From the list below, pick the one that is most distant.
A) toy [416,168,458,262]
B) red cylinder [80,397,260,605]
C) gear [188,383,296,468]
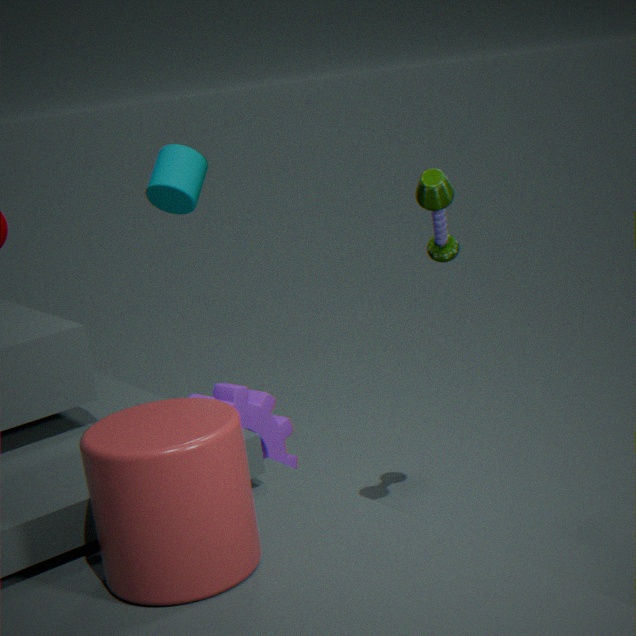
gear [188,383,296,468]
